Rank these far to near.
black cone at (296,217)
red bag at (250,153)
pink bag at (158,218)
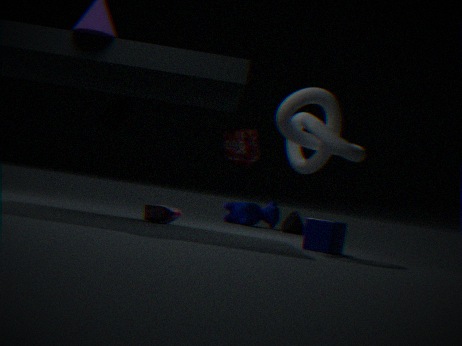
black cone at (296,217)
pink bag at (158,218)
red bag at (250,153)
